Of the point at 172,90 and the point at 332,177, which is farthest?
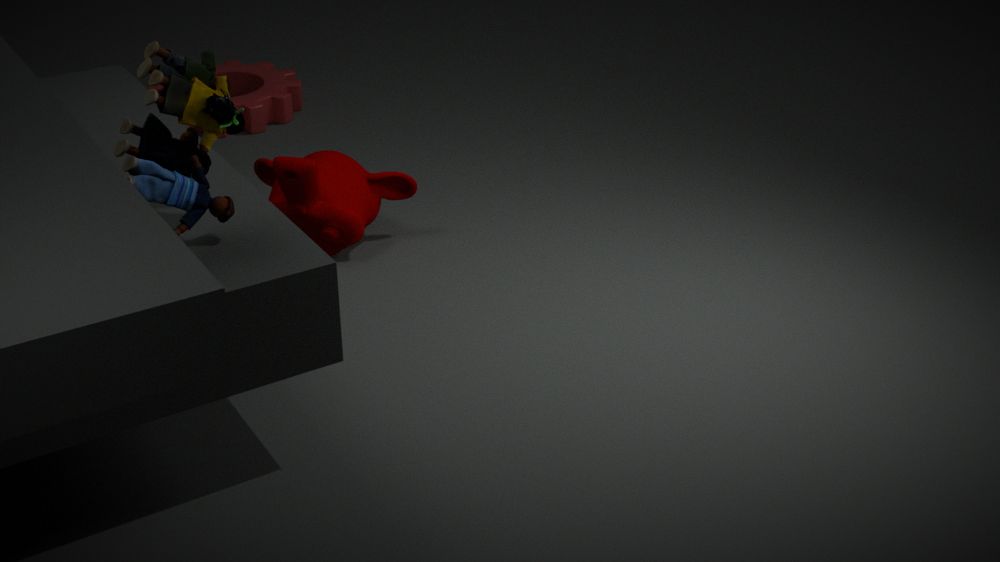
the point at 332,177
